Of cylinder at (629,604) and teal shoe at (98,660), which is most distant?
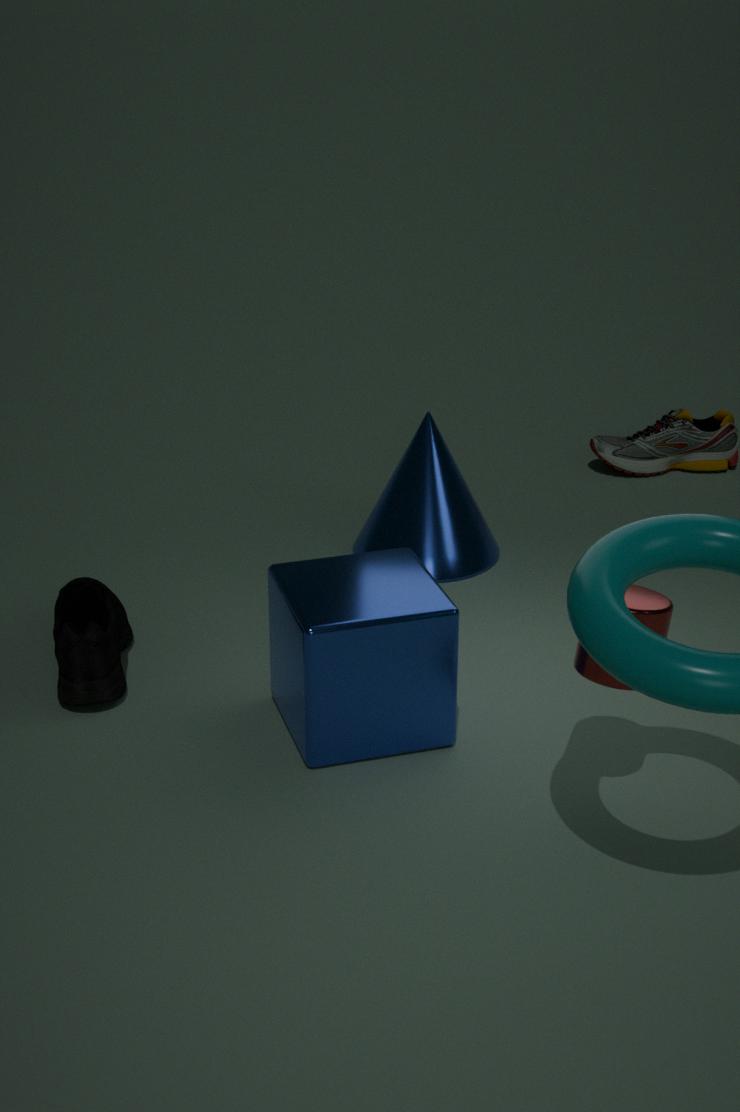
teal shoe at (98,660)
